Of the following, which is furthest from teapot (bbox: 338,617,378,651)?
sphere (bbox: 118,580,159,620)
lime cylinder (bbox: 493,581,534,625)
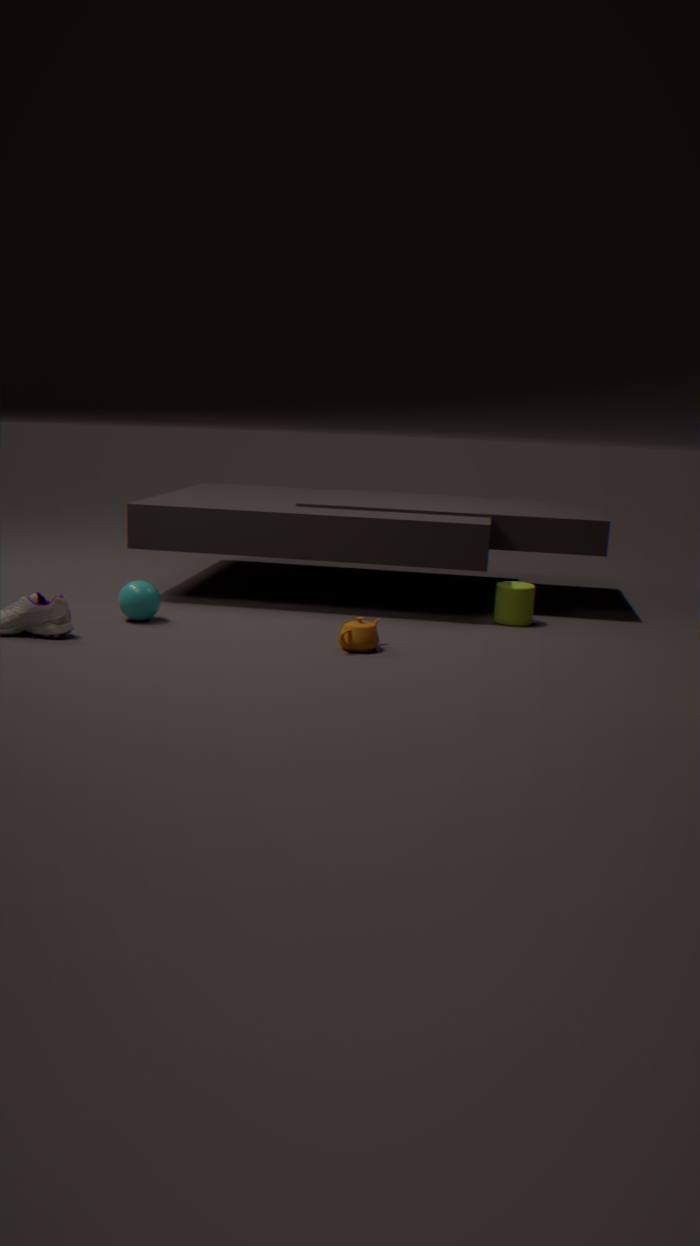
sphere (bbox: 118,580,159,620)
